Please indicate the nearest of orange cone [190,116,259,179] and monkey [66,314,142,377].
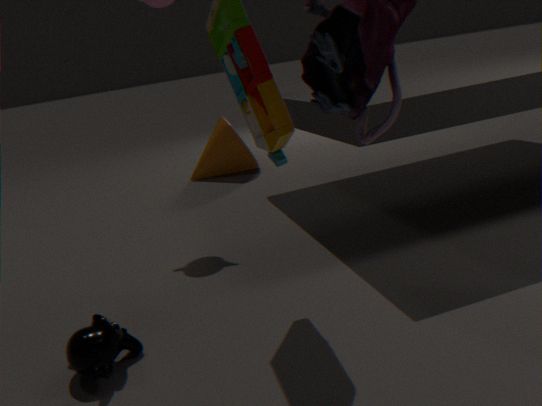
monkey [66,314,142,377]
